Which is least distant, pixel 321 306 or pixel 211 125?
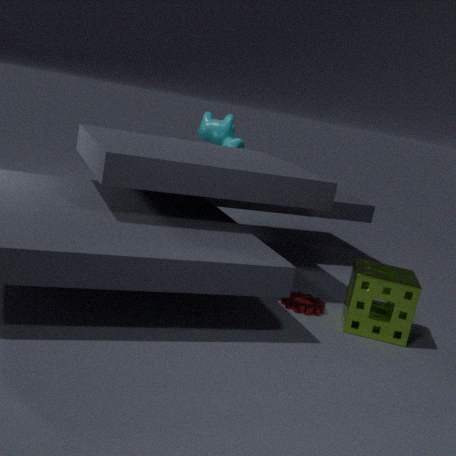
pixel 321 306
